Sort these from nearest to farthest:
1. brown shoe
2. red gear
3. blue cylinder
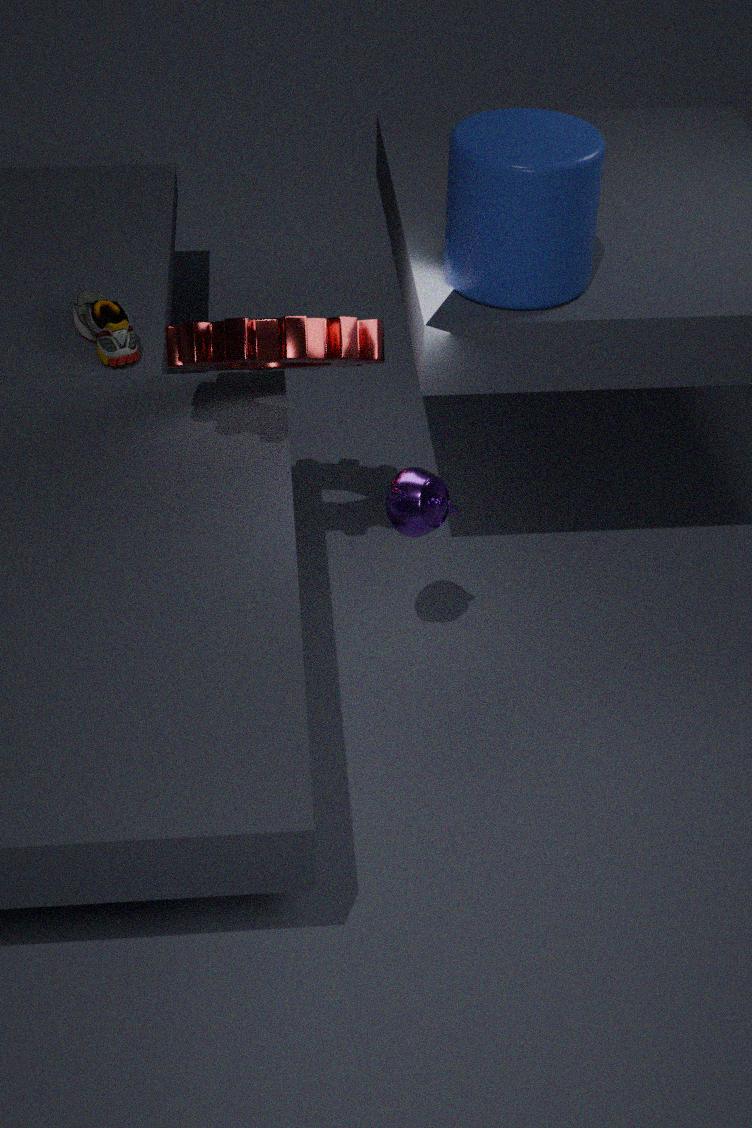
blue cylinder < red gear < brown shoe
